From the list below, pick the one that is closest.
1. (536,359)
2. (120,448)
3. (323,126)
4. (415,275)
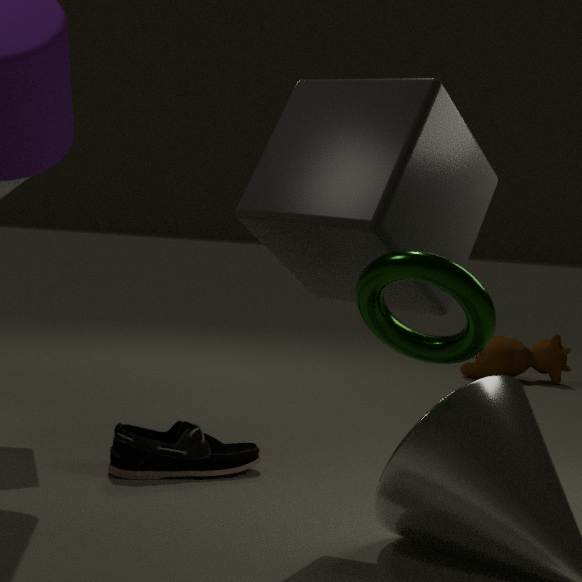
(415,275)
